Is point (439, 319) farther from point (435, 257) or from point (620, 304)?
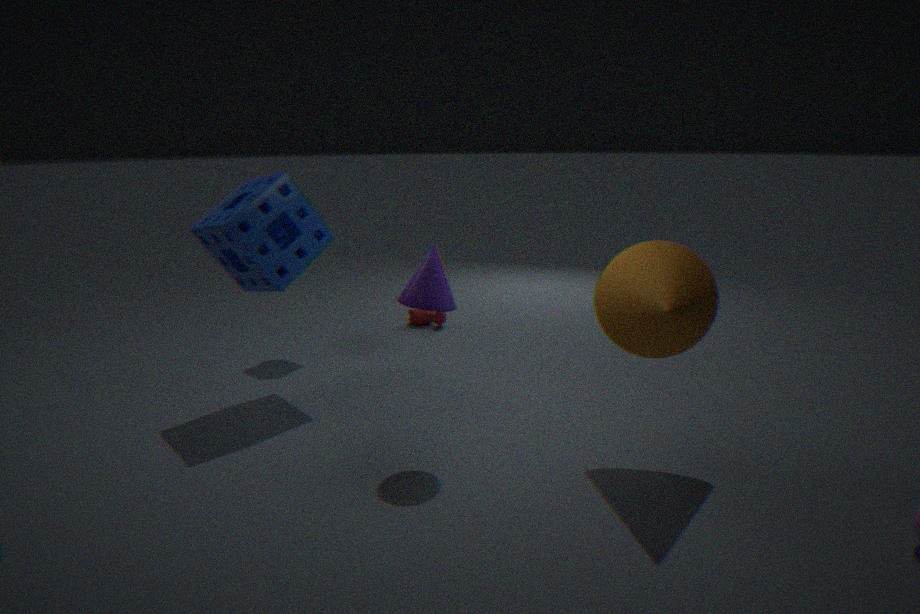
point (620, 304)
